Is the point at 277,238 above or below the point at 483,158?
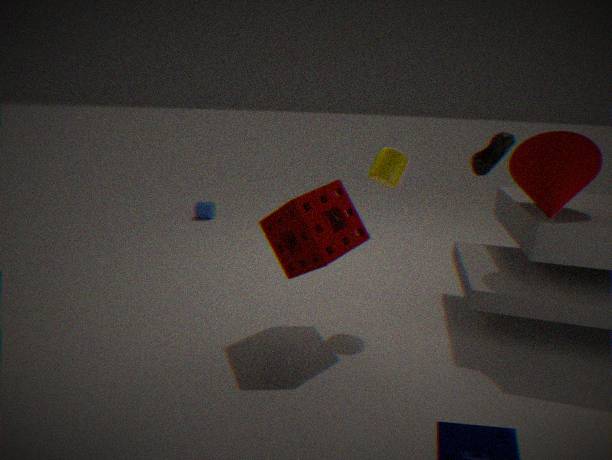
below
